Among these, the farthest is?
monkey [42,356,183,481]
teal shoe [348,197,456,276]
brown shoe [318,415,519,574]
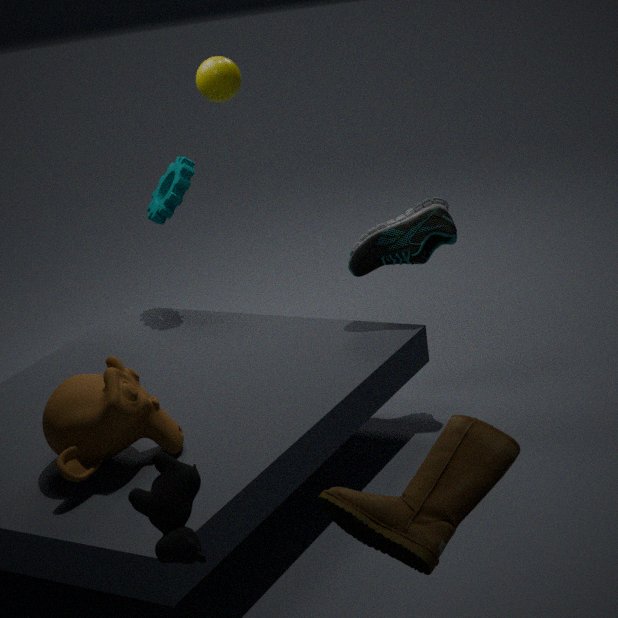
teal shoe [348,197,456,276]
